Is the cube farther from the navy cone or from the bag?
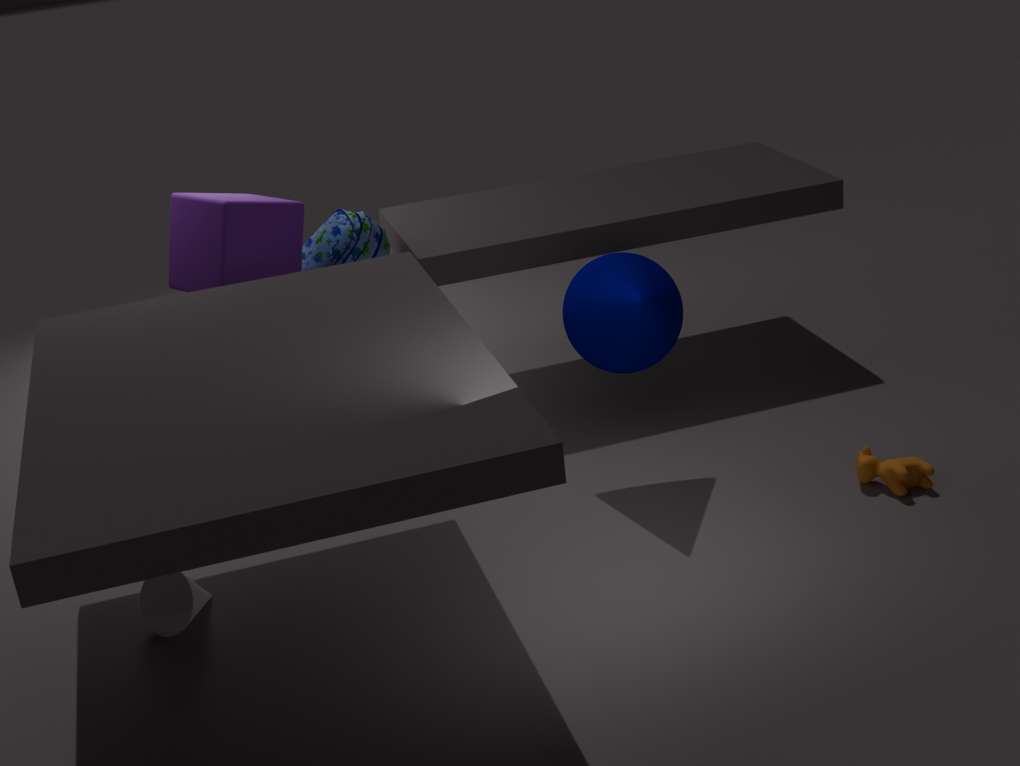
the navy cone
